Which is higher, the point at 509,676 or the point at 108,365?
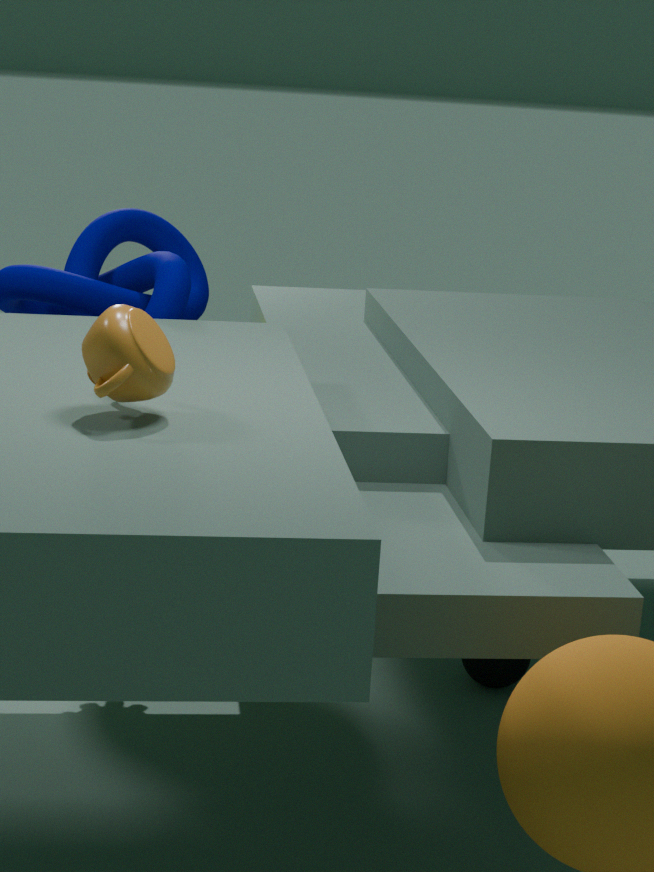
the point at 108,365
